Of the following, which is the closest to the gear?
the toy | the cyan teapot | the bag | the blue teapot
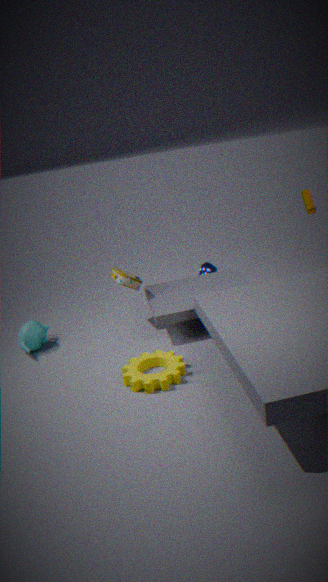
the bag
